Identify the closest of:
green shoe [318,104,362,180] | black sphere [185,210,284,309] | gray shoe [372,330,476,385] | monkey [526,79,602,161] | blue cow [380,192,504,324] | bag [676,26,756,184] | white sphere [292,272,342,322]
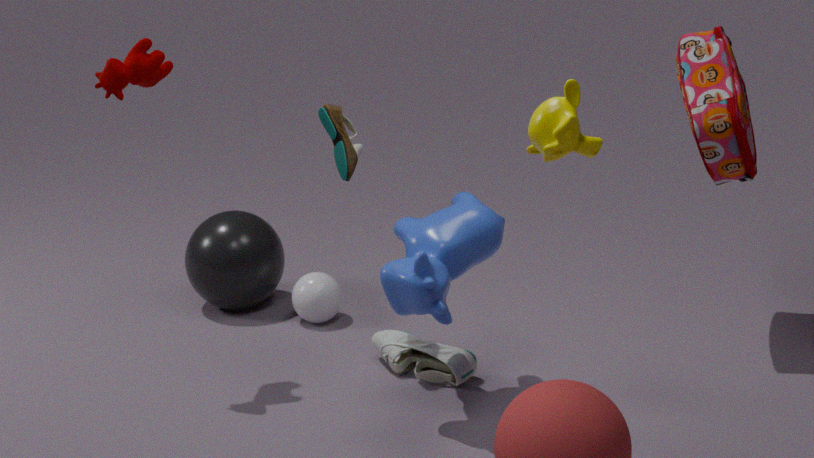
monkey [526,79,602,161]
